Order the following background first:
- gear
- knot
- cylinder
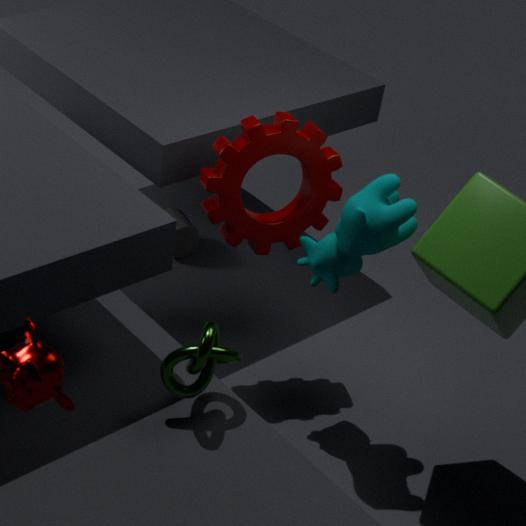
cylinder → gear → knot
